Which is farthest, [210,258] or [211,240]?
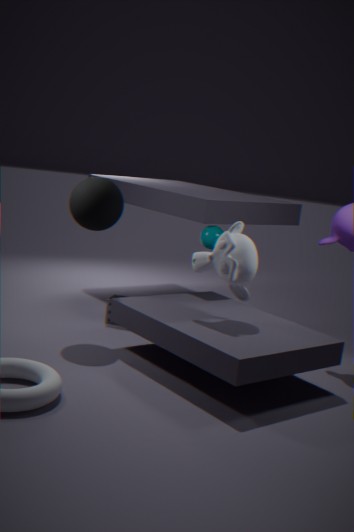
[211,240]
